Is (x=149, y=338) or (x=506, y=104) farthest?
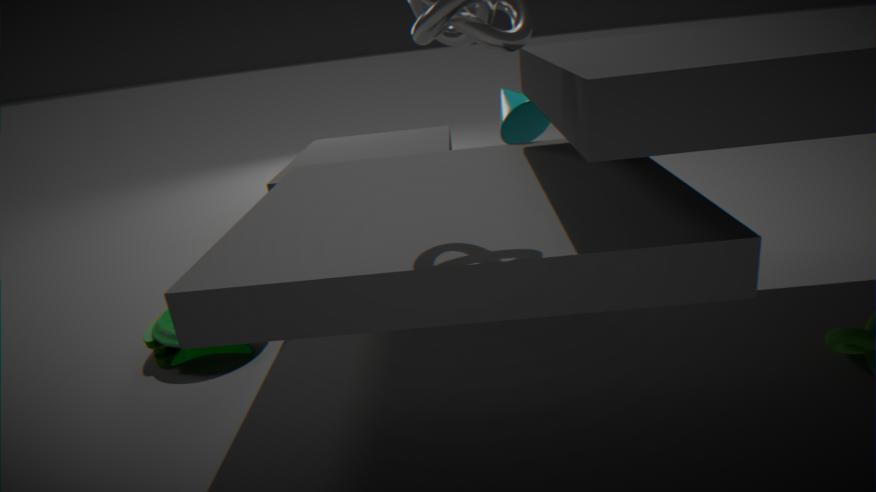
(x=506, y=104)
